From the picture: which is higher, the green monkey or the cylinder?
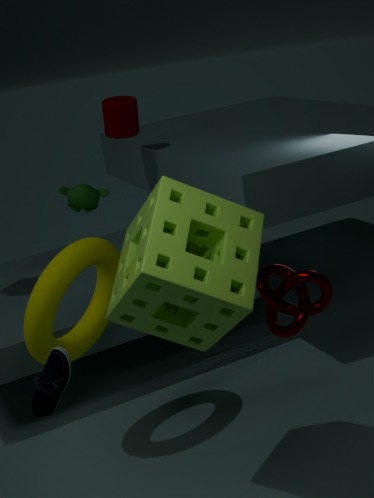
the cylinder
